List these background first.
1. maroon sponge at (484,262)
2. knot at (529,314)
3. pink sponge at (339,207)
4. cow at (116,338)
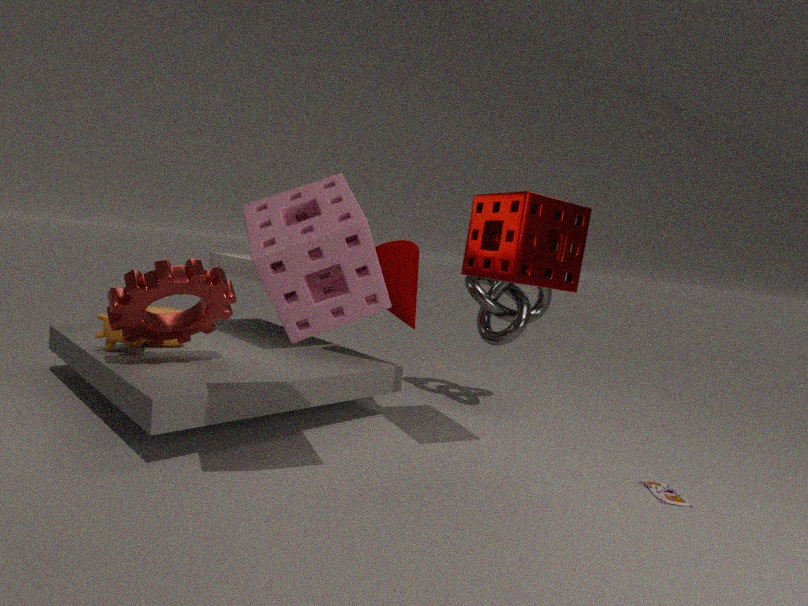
Answer: knot at (529,314) < cow at (116,338) < maroon sponge at (484,262) < pink sponge at (339,207)
